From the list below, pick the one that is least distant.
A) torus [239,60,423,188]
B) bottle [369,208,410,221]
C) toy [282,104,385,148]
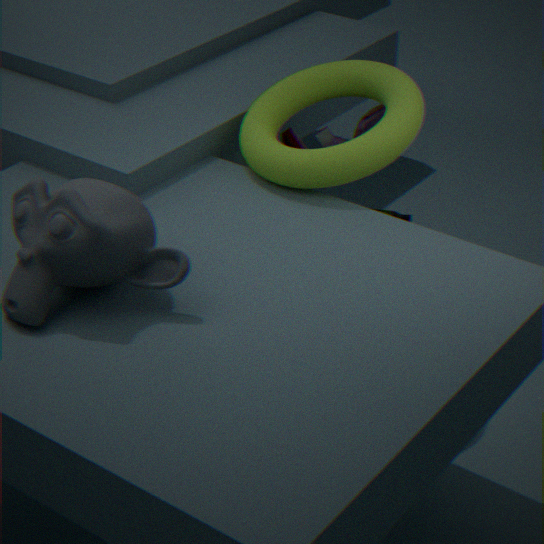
torus [239,60,423,188]
